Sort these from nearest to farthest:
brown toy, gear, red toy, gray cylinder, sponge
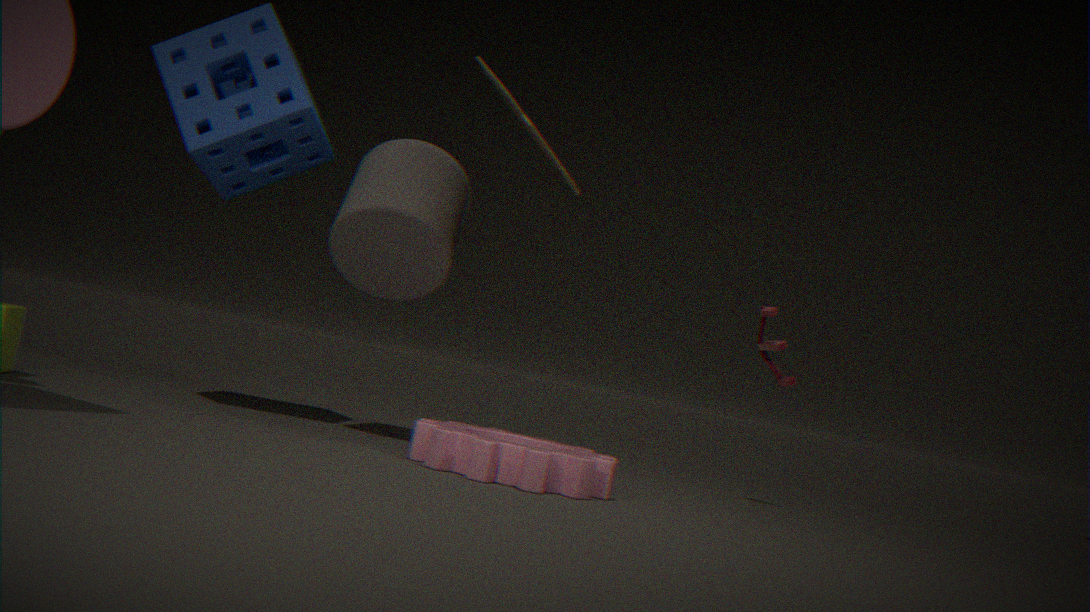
gear
brown toy
sponge
gray cylinder
red toy
